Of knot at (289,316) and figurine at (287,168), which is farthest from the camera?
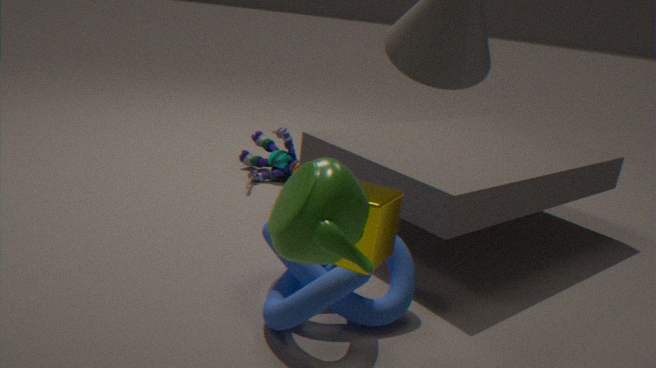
figurine at (287,168)
